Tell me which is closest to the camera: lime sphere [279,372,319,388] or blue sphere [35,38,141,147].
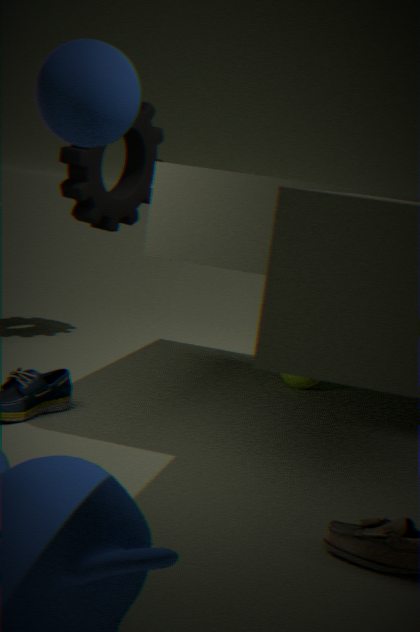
blue sphere [35,38,141,147]
